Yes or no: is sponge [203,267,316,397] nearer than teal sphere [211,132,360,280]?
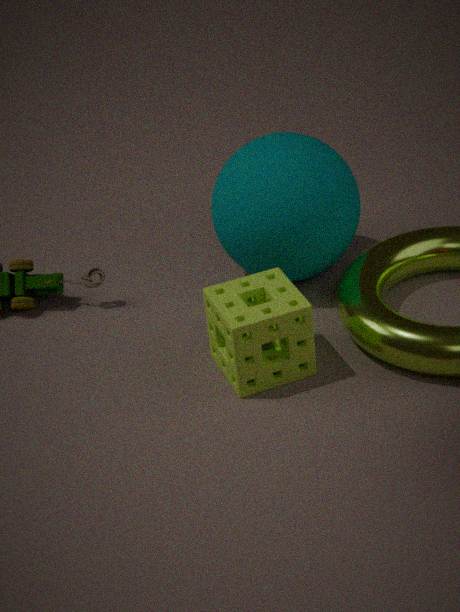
Yes
